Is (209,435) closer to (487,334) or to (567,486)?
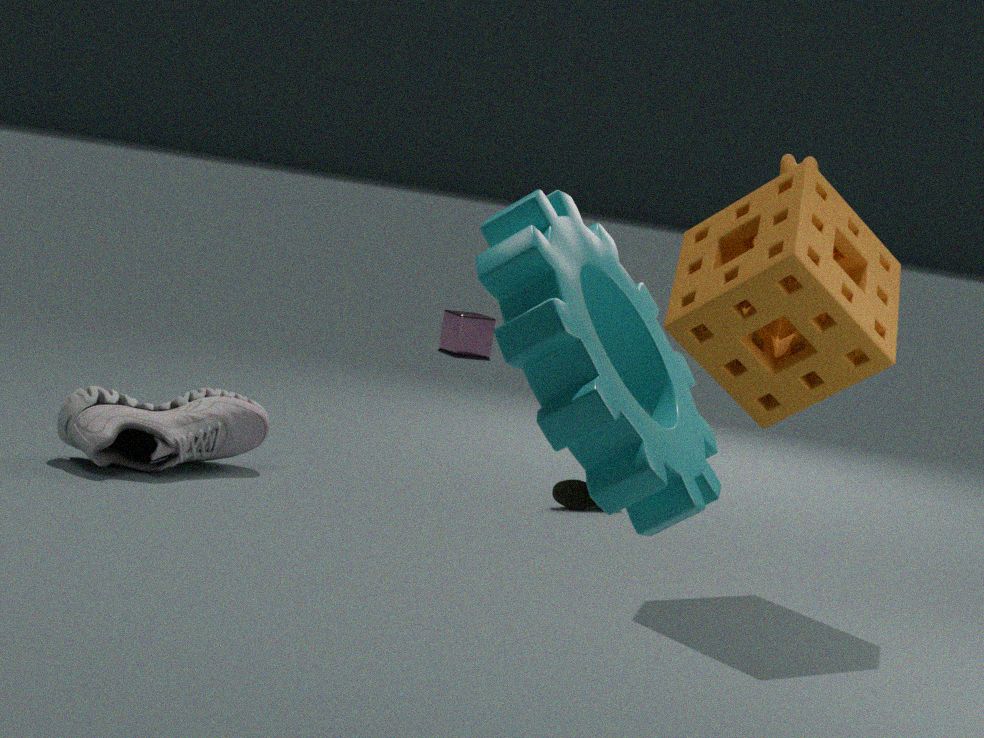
(567,486)
